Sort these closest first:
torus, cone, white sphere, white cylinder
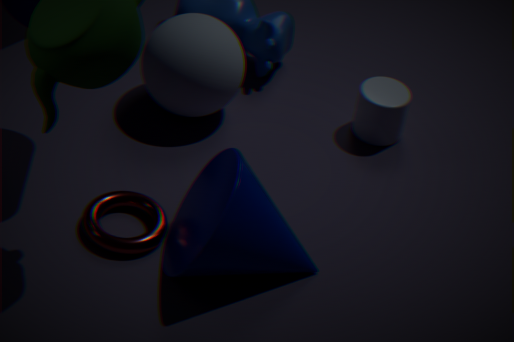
cone
torus
white sphere
white cylinder
